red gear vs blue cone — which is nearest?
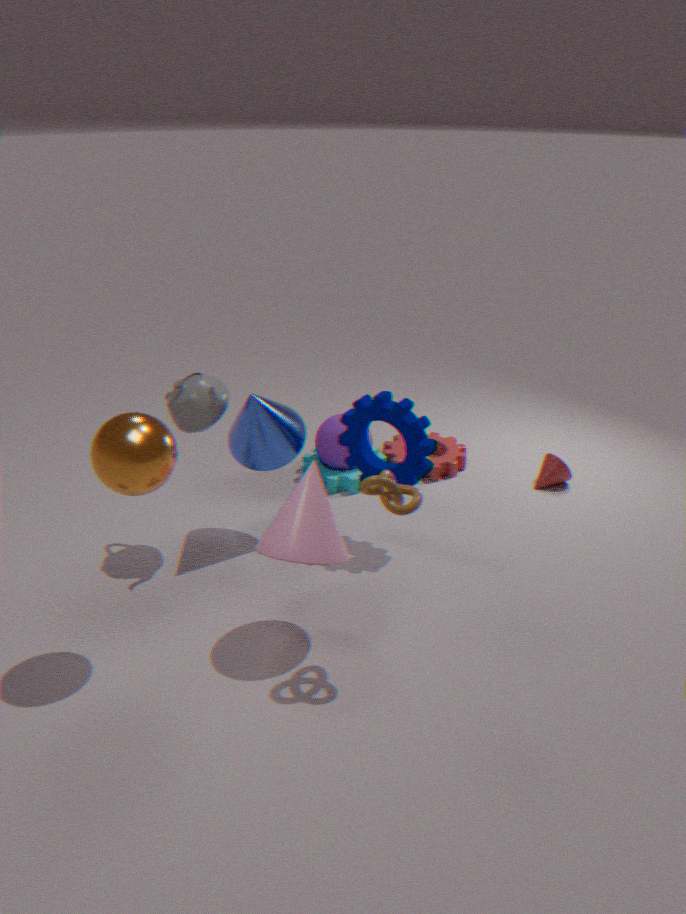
blue cone
